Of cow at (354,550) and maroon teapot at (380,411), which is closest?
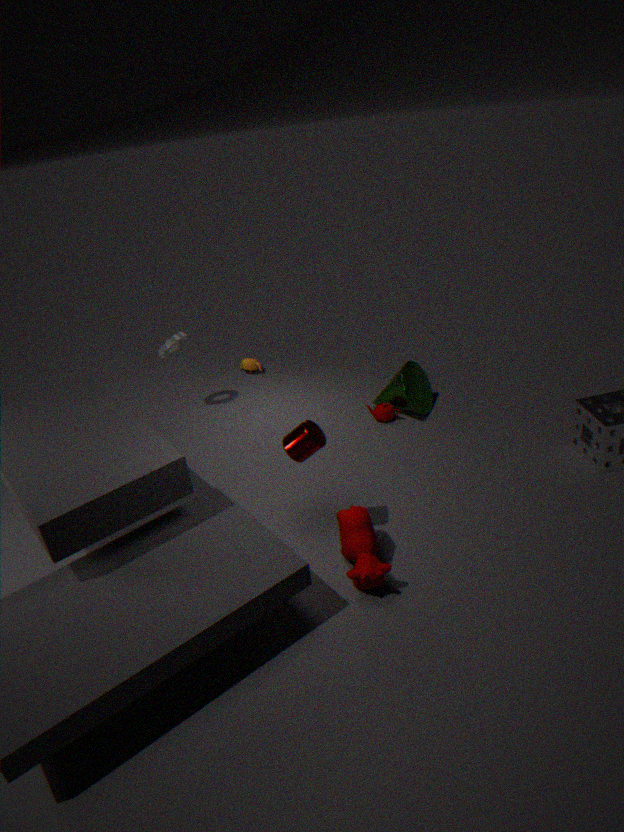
cow at (354,550)
